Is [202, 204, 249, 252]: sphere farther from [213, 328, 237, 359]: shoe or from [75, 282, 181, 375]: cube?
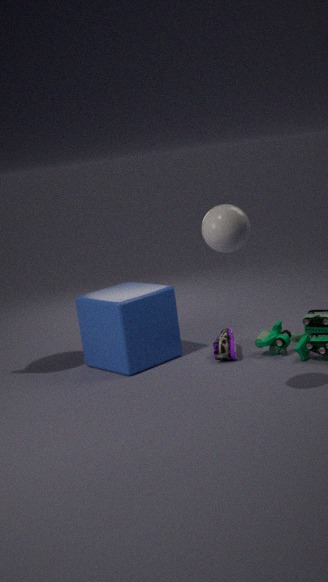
[213, 328, 237, 359]: shoe
